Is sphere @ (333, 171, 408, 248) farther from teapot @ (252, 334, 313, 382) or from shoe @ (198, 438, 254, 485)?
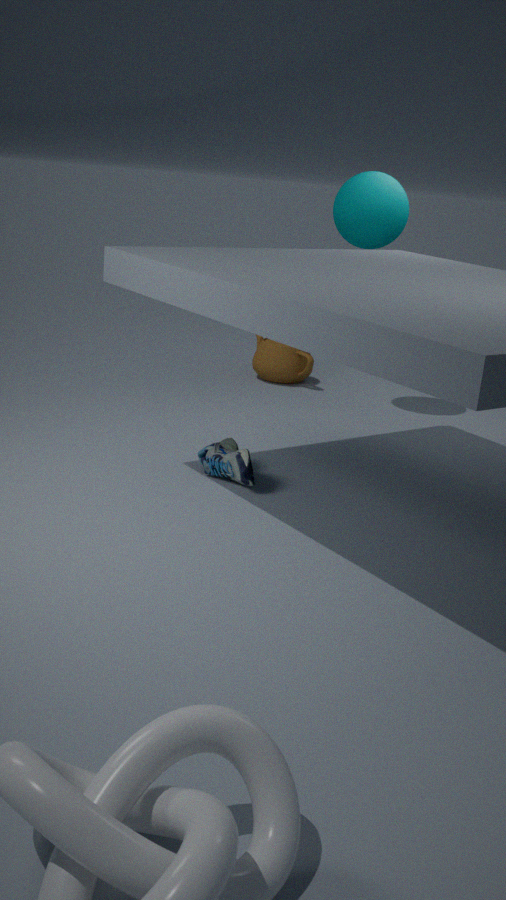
shoe @ (198, 438, 254, 485)
